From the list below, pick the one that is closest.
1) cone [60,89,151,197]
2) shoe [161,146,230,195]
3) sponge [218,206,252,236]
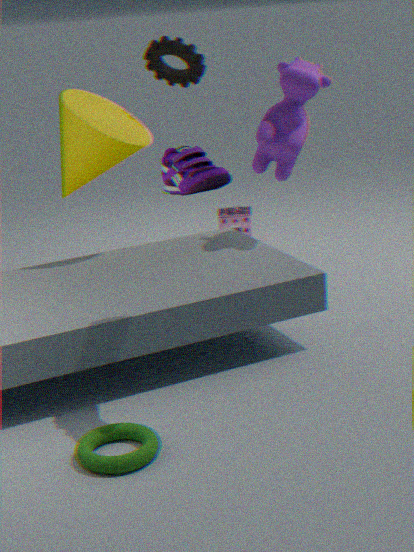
2. shoe [161,146,230,195]
